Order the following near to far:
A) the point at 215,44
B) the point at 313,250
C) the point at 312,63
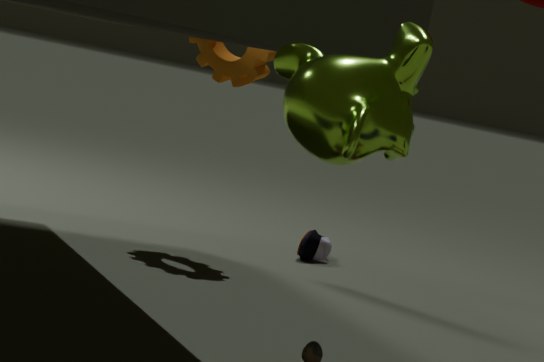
the point at 312,63 → the point at 215,44 → the point at 313,250
